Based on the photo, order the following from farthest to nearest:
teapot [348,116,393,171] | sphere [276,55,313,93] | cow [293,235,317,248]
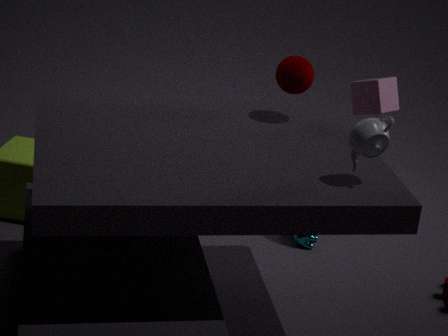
1. cow [293,235,317,248]
2. sphere [276,55,313,93]
3. teapot [348,116,393,171]
